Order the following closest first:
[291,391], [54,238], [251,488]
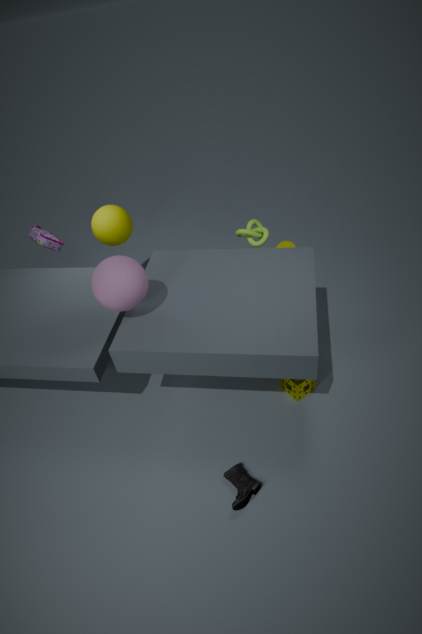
[251,488], [291,391], [54,238]
